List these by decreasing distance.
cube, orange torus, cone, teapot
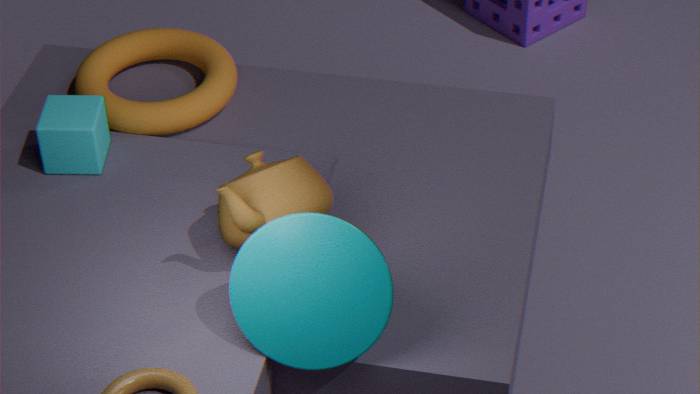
1. orange torus
2. cube
3. teapot
4. cone
